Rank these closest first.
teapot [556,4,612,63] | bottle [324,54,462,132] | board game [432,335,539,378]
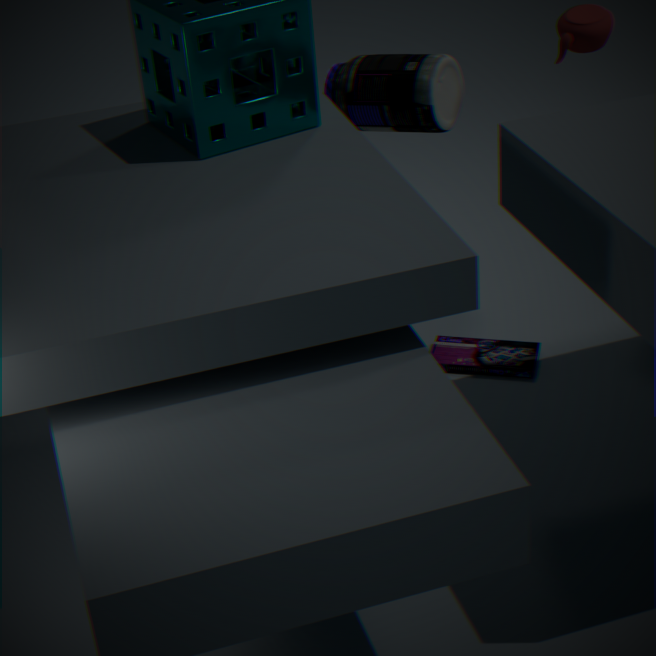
teapot [556,4,612,63] < board game [432,335,539,378] < bottle [324,54,462,132]
